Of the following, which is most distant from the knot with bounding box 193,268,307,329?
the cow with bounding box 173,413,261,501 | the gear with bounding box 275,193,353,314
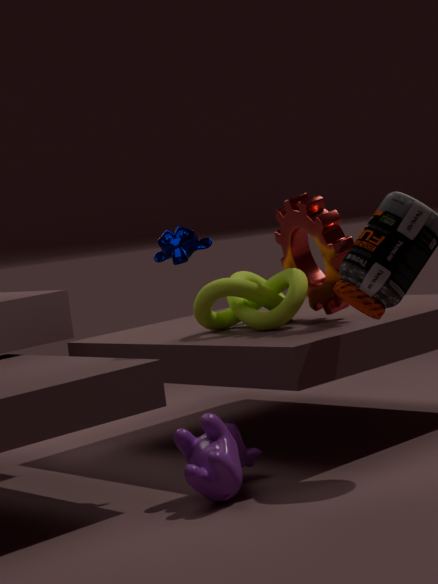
the cow with bounding box 173,413,261,501
